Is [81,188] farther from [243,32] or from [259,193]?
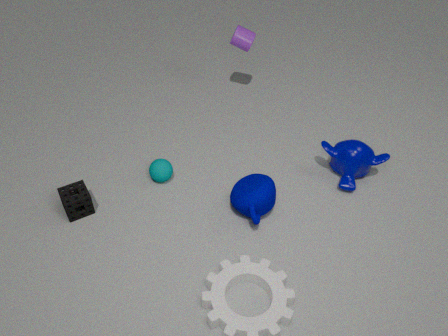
[243,32]
